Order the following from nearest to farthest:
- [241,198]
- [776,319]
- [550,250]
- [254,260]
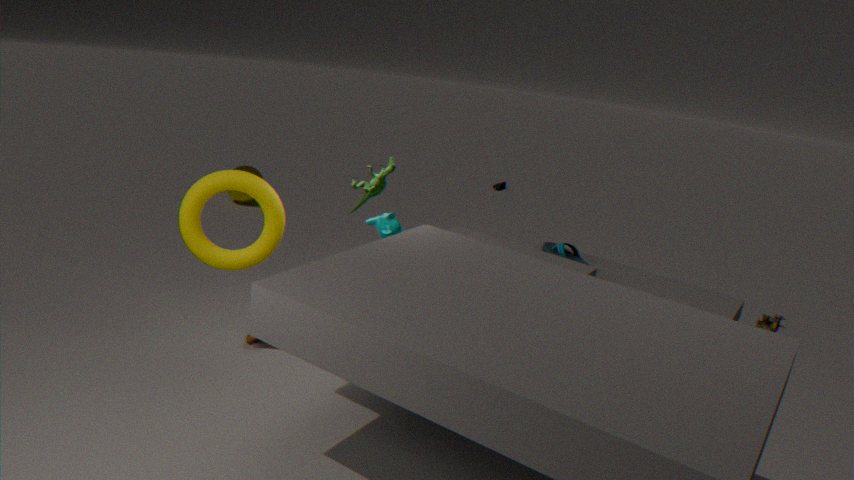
[254,260], [550,250], [776,319], [241,198]
